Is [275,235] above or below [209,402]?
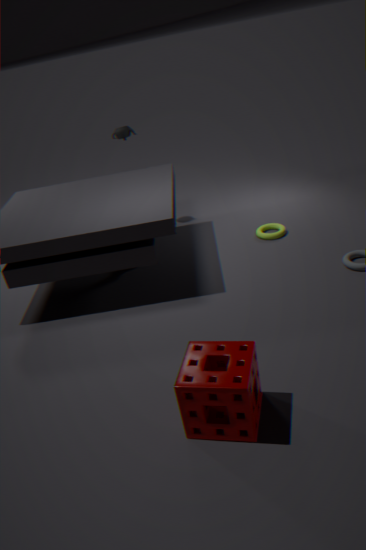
below
